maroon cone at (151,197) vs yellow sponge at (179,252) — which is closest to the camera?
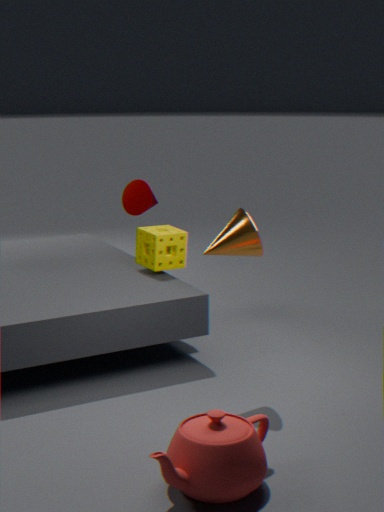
yellow sponge at (179,252)
